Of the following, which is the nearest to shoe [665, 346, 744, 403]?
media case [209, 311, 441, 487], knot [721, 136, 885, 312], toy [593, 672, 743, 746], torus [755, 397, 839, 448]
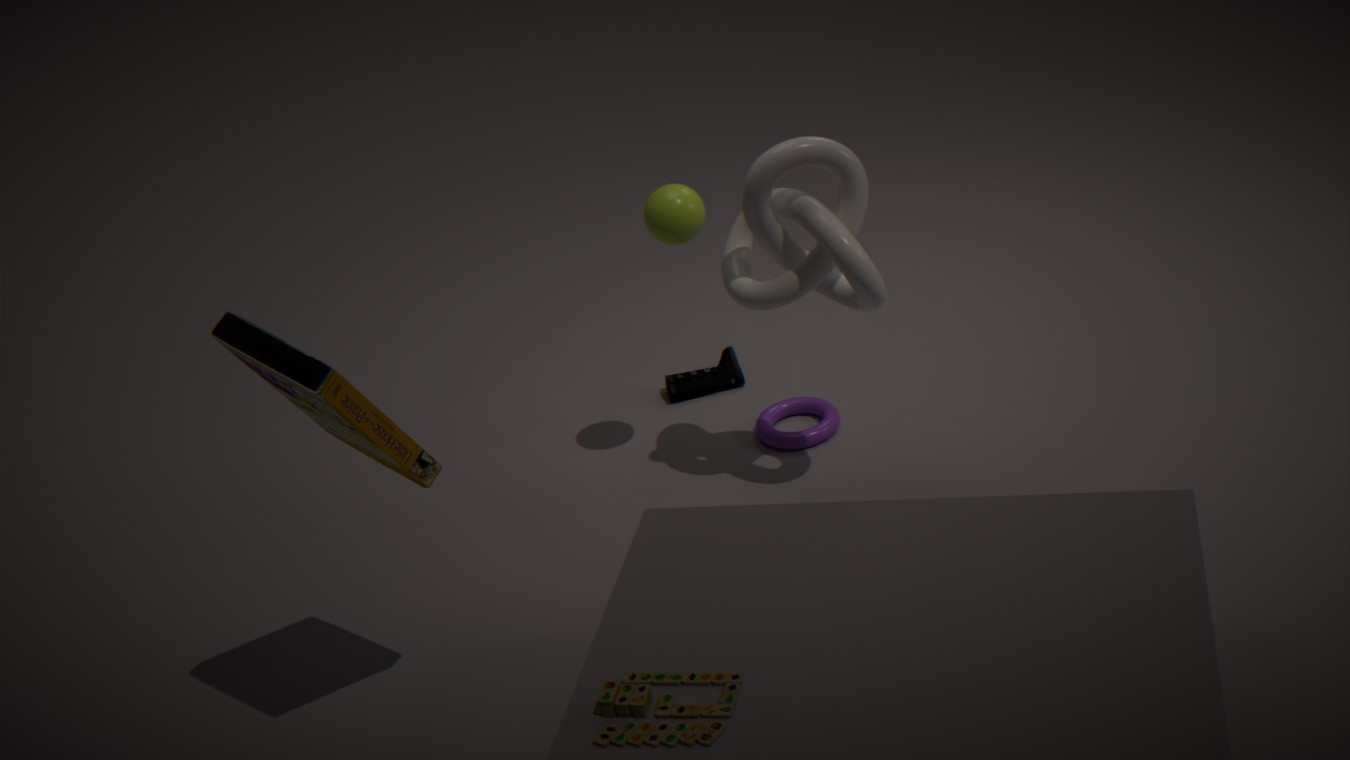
torus [755, 397, 839, 448]
